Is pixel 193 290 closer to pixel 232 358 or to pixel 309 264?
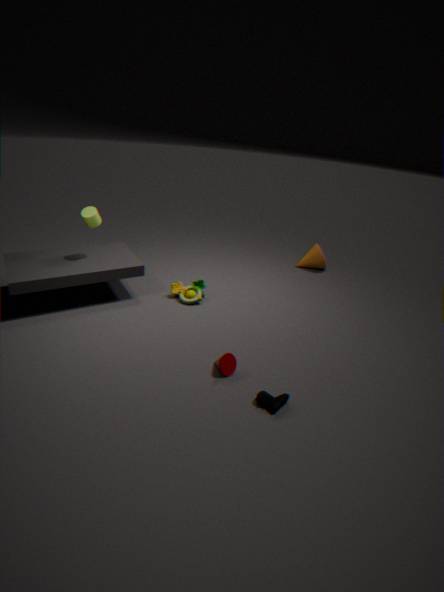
pixel 232 358
